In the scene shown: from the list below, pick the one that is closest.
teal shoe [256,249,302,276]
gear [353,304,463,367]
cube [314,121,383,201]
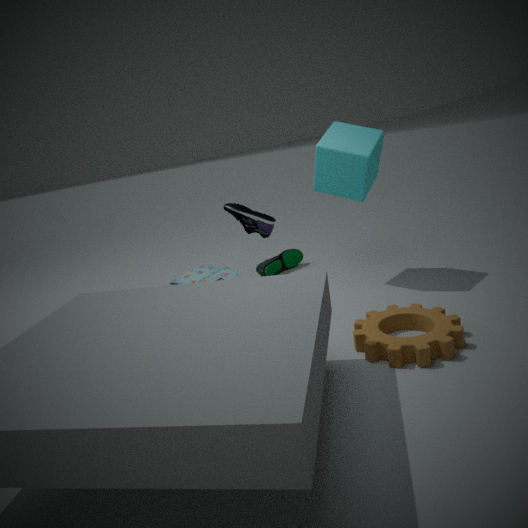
gear [353,304,463,367]
